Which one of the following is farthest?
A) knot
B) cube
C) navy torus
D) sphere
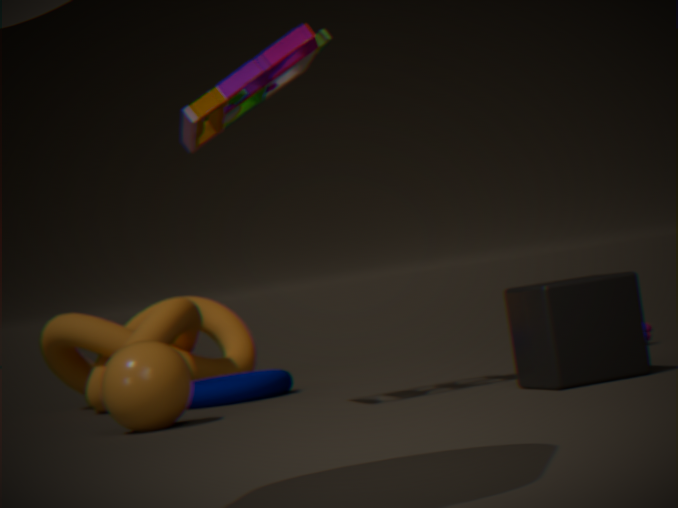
A. knot
